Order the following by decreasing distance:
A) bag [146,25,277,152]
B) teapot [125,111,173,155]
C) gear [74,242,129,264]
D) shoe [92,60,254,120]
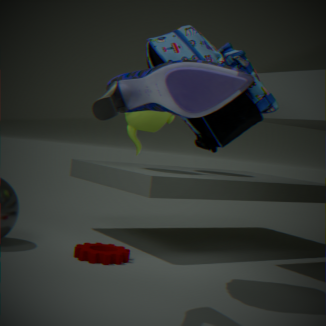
teapot [125,111,173,155] → gear [74,242,129,264] → bag [146,25,277,152] → shoe [92,60,254,120]
